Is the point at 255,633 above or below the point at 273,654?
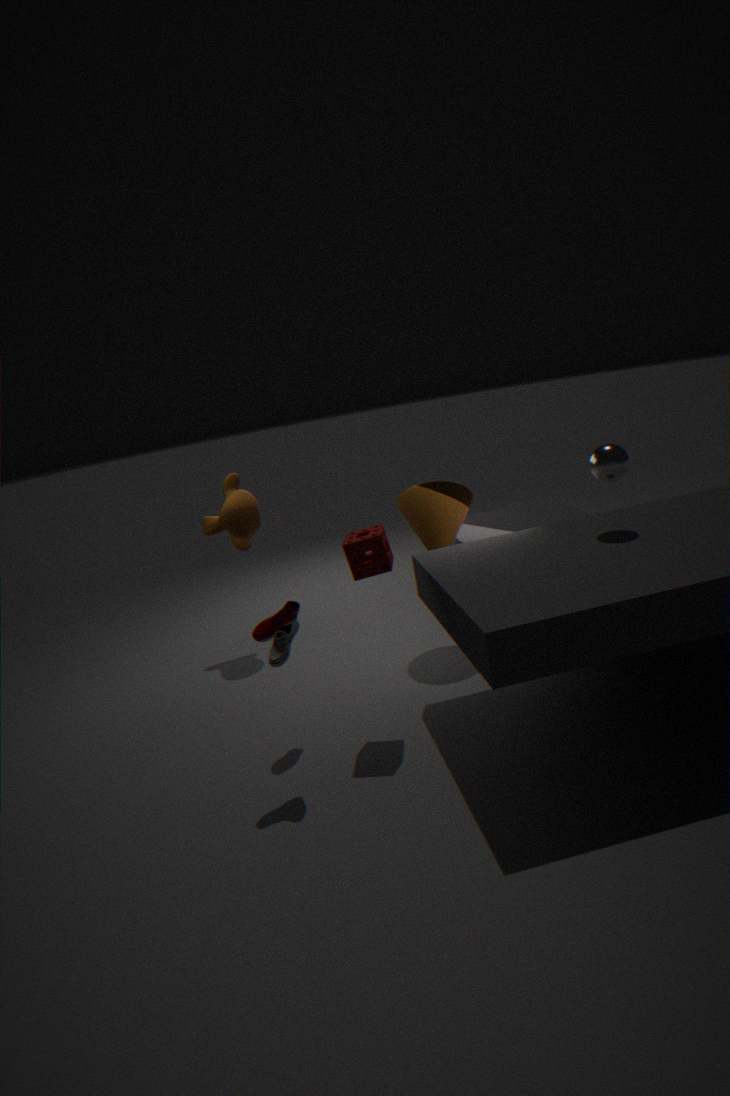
above
